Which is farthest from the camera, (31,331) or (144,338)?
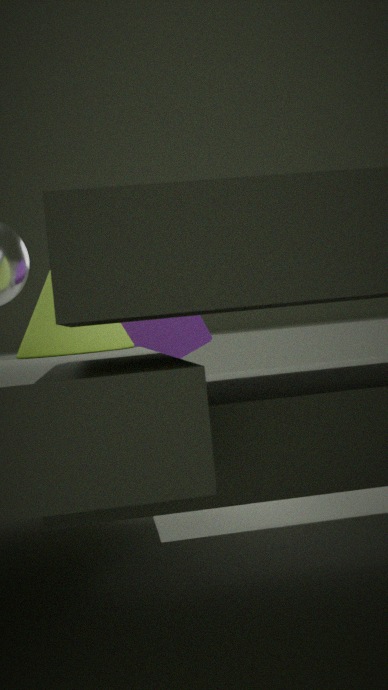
(144,338)
